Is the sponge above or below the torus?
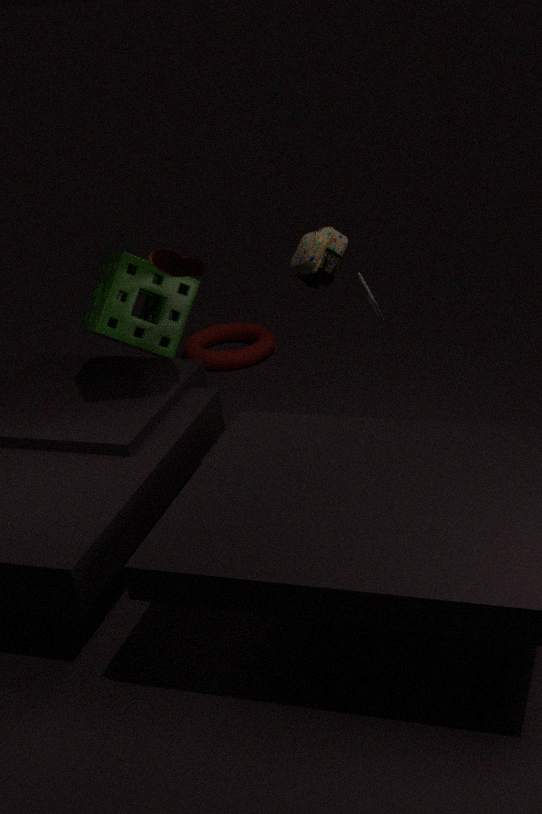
above
